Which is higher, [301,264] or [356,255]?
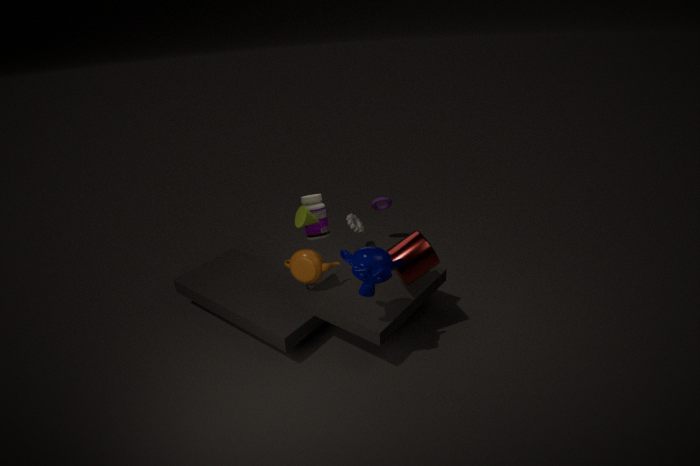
[356,255]
